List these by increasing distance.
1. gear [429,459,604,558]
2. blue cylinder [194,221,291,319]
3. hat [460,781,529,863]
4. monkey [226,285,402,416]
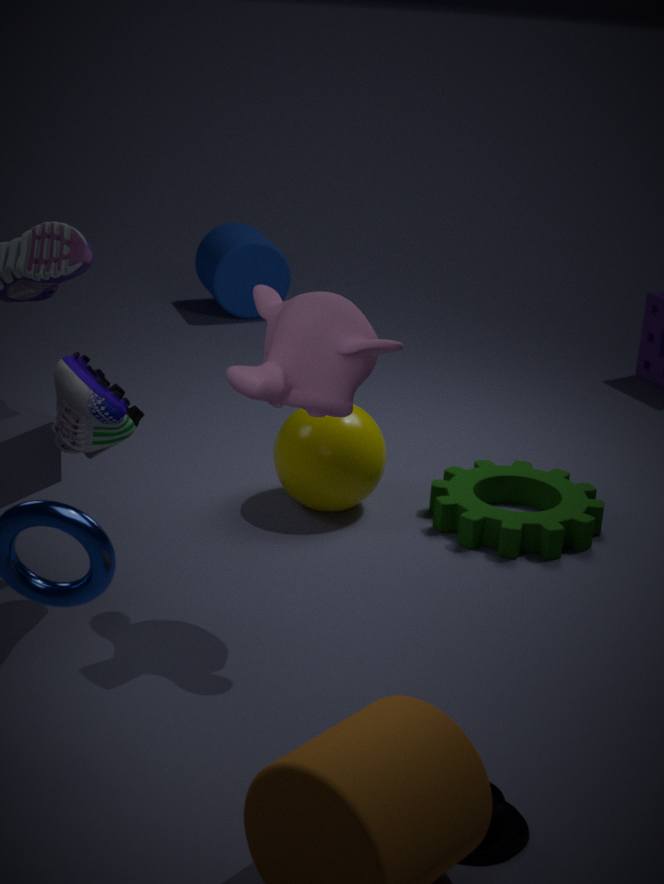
hat [460,781,529,863]
monkey [226,285,402,416]
gear [429,459,604,558]
blue cylinder [194,221,291,319]
